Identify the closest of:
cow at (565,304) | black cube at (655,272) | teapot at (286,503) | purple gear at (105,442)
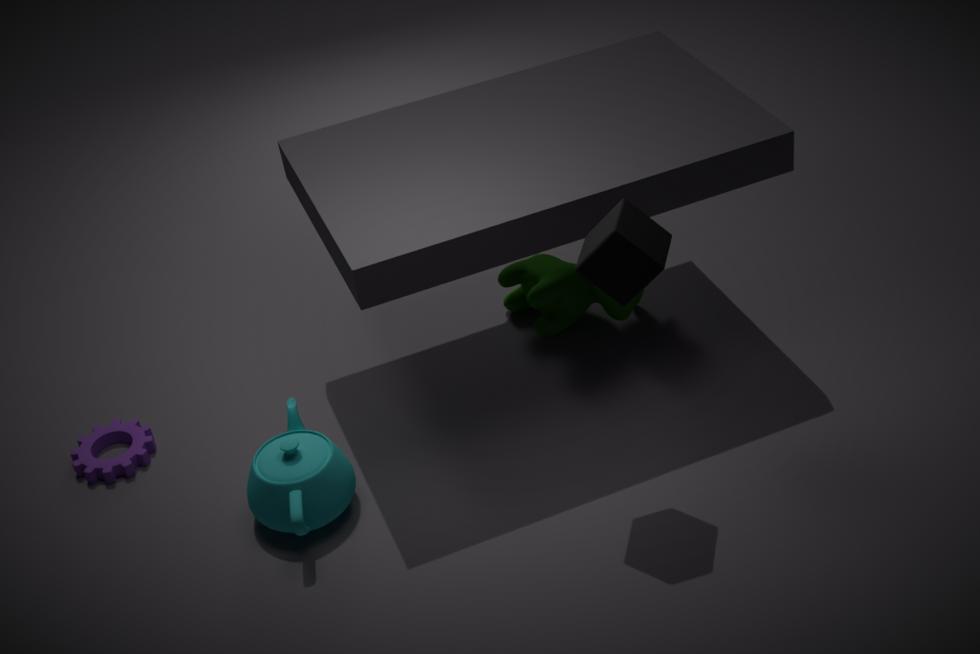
black cube at (655,272)
